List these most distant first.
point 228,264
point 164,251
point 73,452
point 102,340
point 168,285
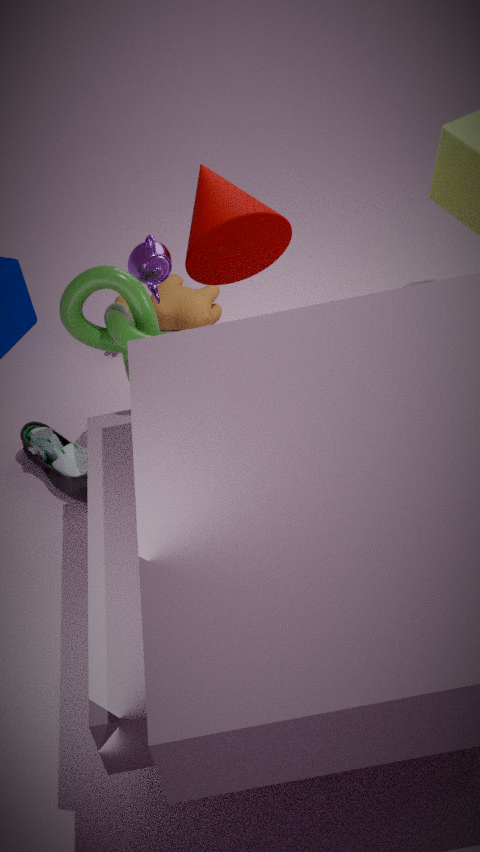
point 168,285, point 73,452, point 228,264, point 102,340, point 164,251
